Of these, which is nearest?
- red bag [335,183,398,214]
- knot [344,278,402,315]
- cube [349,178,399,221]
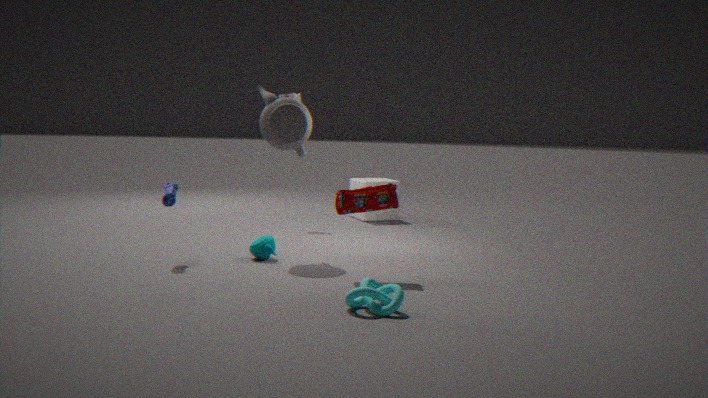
knot [344,278,402,315]
